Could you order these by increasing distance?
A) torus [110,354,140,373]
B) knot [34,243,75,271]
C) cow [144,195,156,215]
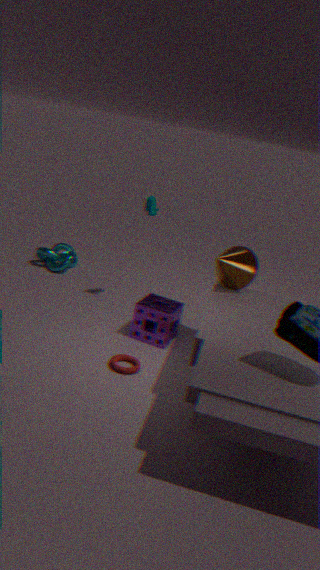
1. torus [110,354,140,373]
2. cow [144,195,156,215]
3. knot [34,243,75,271]
